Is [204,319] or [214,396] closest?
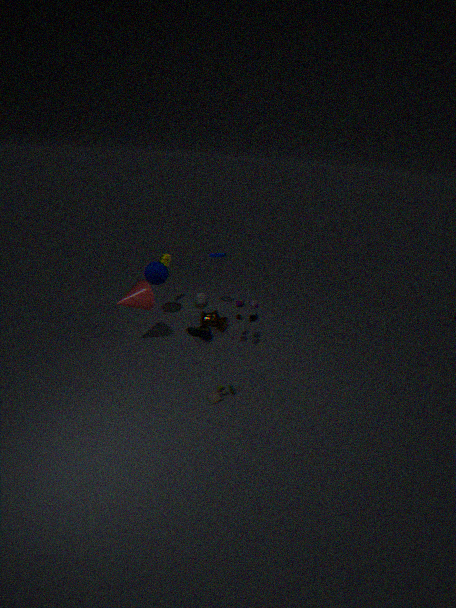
[214,396]
